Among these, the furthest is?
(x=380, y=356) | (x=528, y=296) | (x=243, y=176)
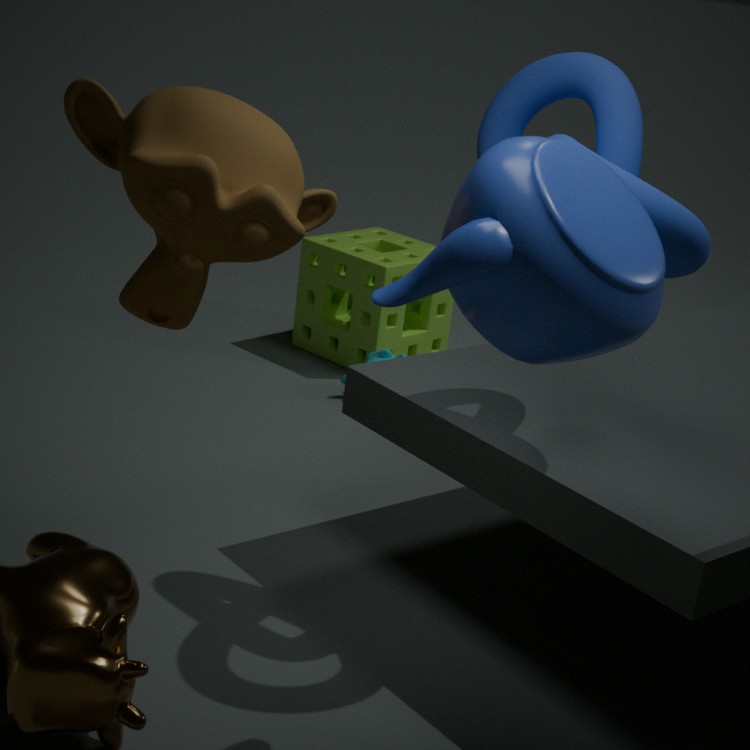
(x=380, y=356)
